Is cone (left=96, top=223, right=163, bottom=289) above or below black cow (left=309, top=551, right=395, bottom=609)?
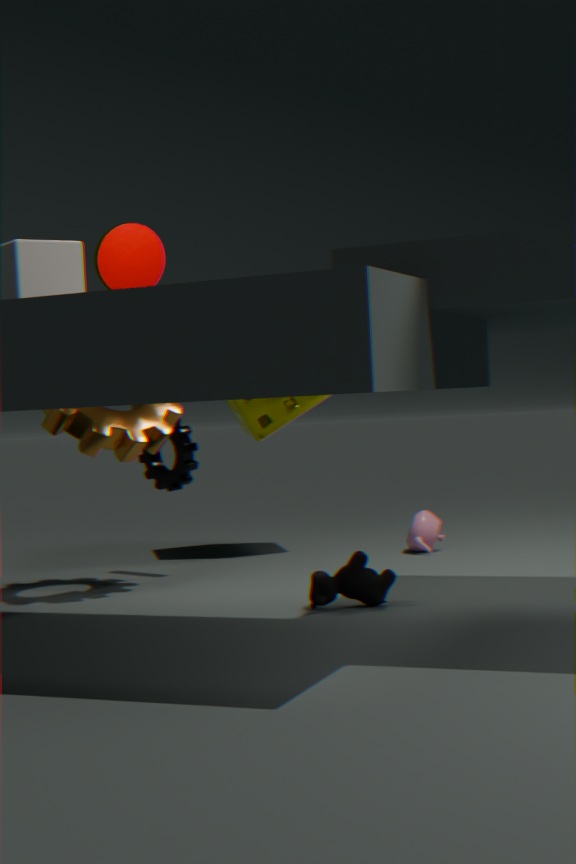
above
